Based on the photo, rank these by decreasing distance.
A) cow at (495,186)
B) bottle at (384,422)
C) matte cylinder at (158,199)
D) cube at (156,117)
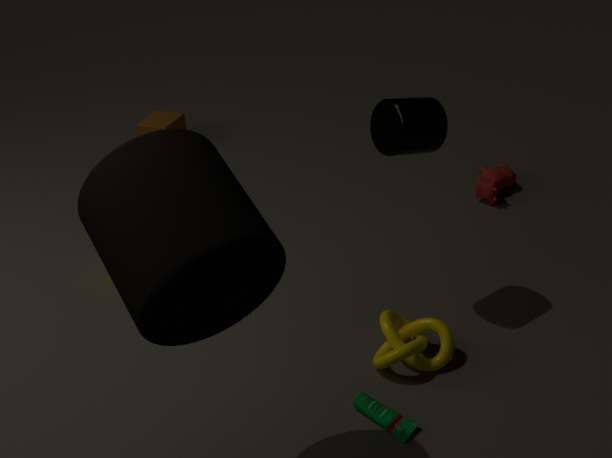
cube at (156,117) < cow at (495,186) < bottle at (384,422) < matte cylinder at (158,199)
